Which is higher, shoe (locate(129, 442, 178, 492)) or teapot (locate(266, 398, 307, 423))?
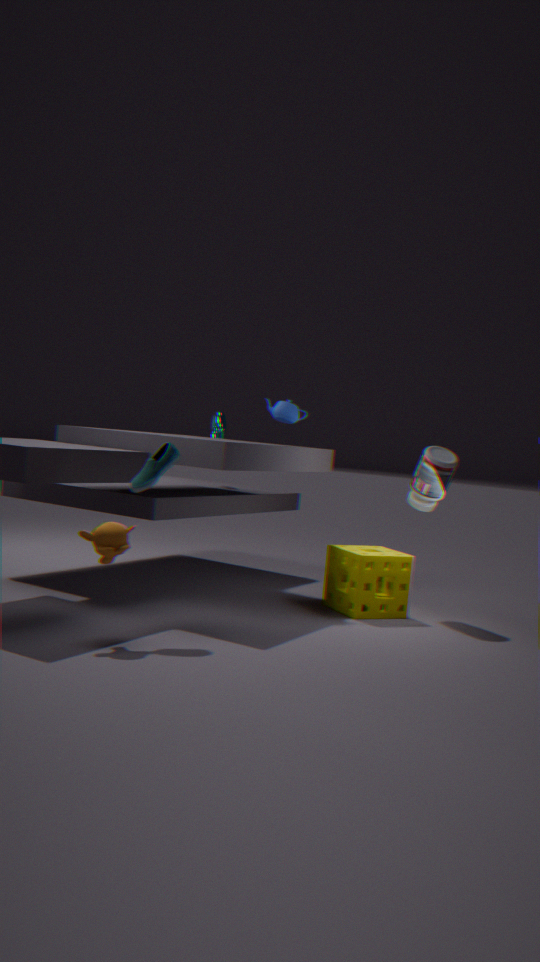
teapot (locate(266, 398, 307, 423))
